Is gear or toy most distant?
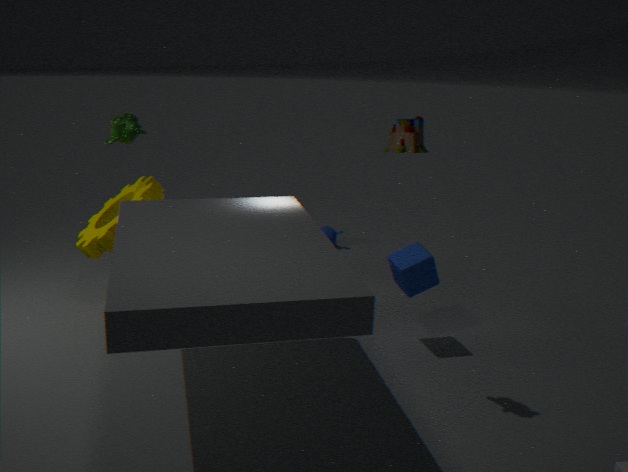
gear
